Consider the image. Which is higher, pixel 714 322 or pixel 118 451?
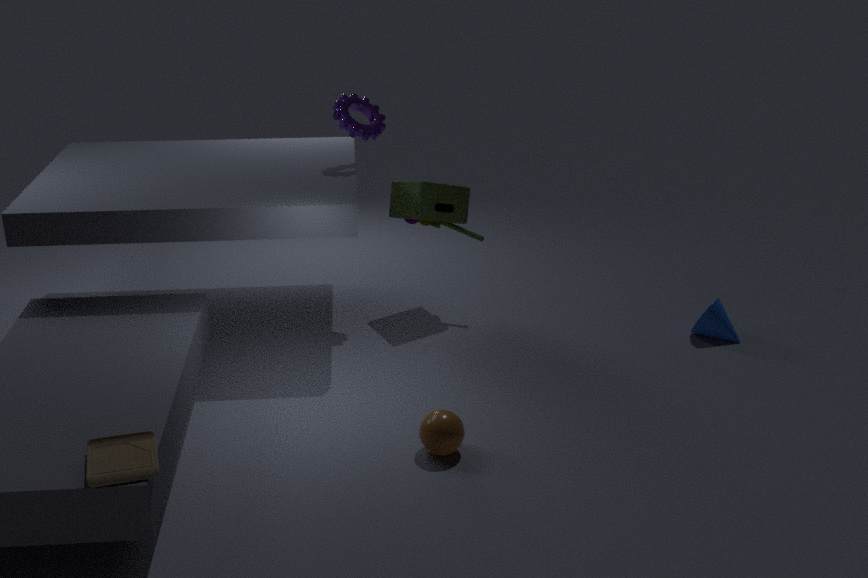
pixel 118 451
